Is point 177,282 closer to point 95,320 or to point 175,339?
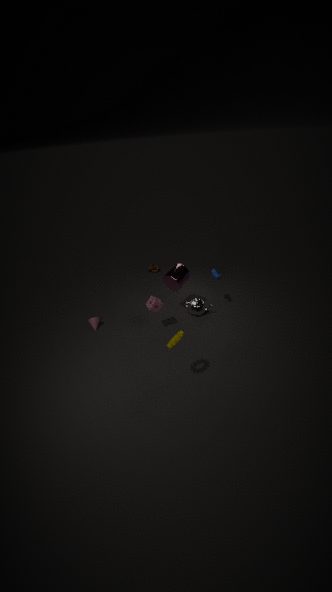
point 175,339
